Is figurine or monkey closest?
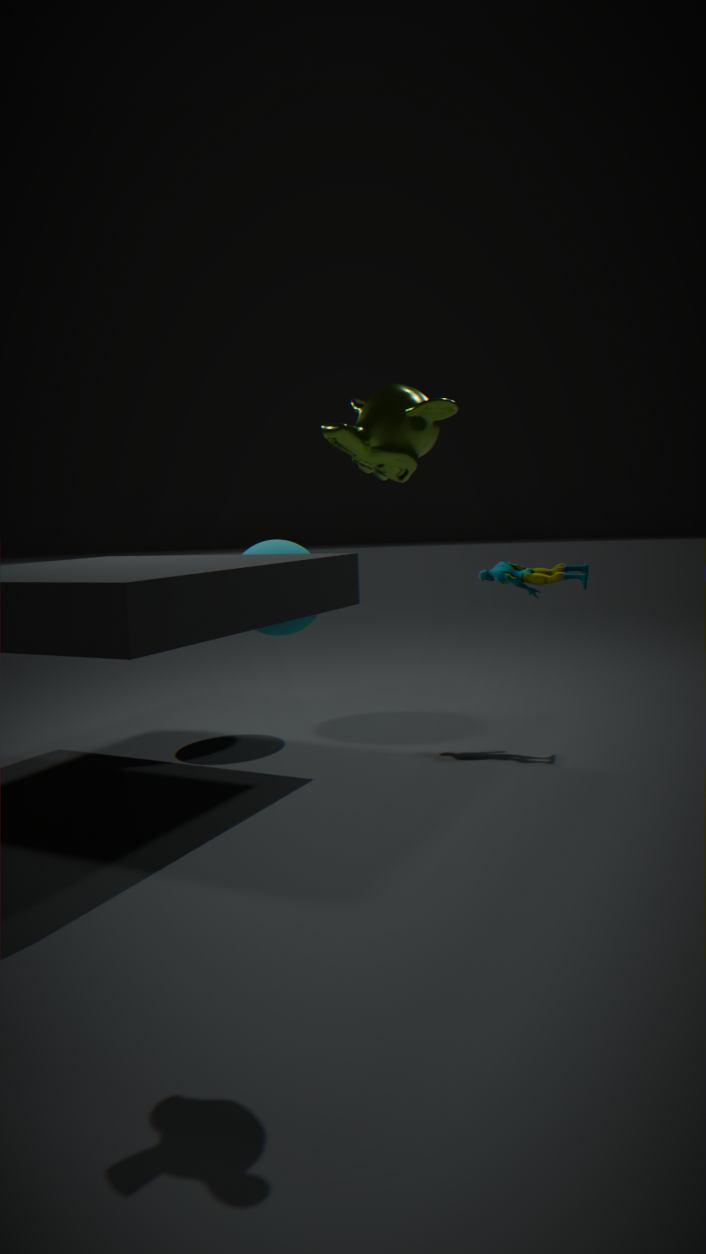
monkey
